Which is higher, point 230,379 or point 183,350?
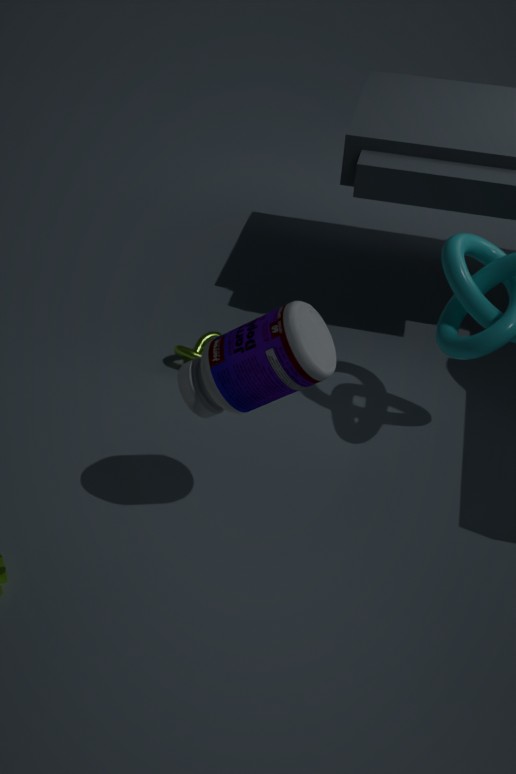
point 230,379
